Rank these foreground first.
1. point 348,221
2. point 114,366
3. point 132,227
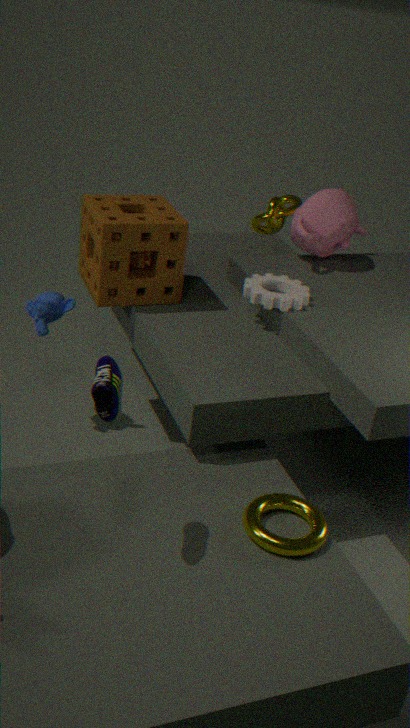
1. point 114,366
2. point 132,227
3. point 348,221
